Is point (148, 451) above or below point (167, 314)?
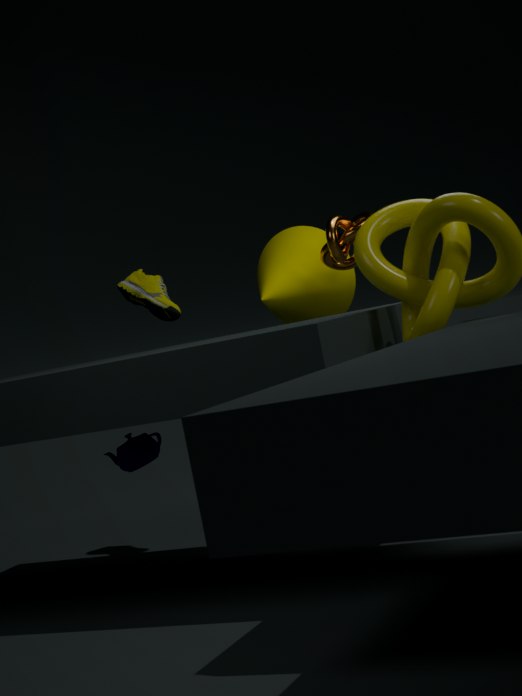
below
